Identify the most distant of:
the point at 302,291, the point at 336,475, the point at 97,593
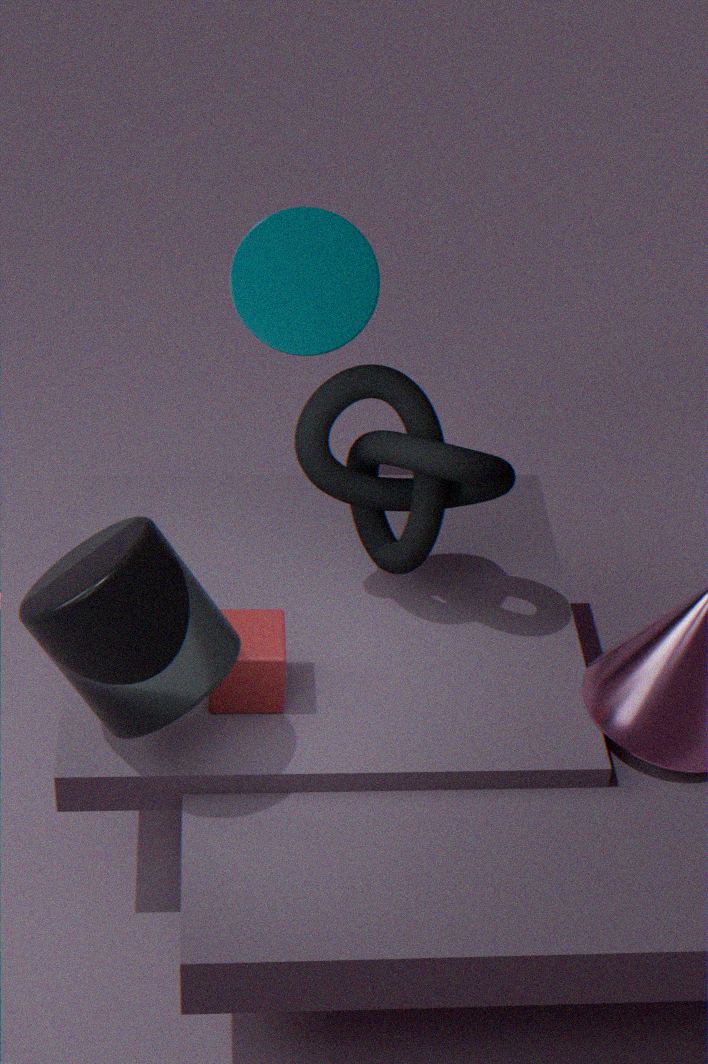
the point at 302,291
